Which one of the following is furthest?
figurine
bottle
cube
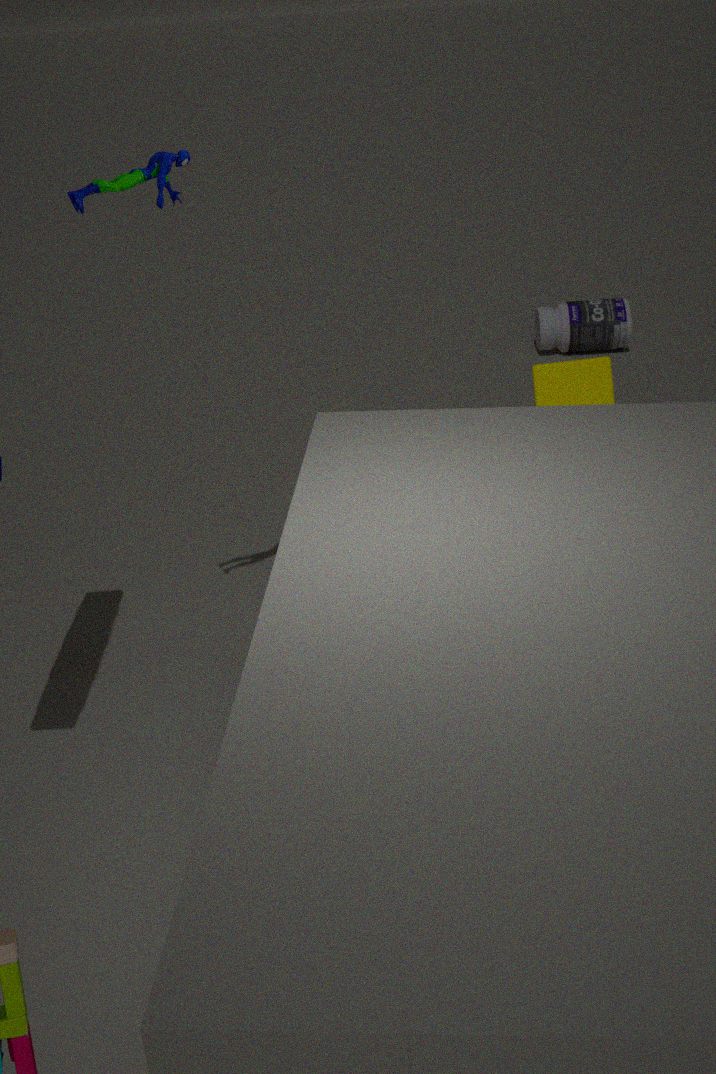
bottle
